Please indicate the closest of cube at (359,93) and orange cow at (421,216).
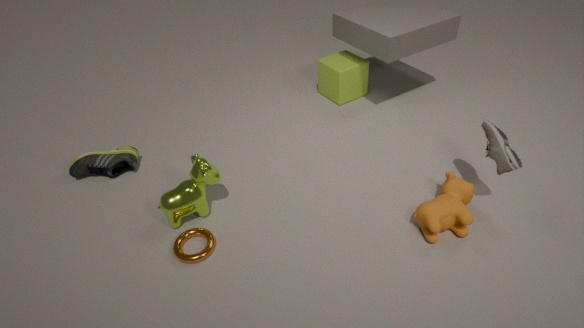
orange cow at (421,216)
